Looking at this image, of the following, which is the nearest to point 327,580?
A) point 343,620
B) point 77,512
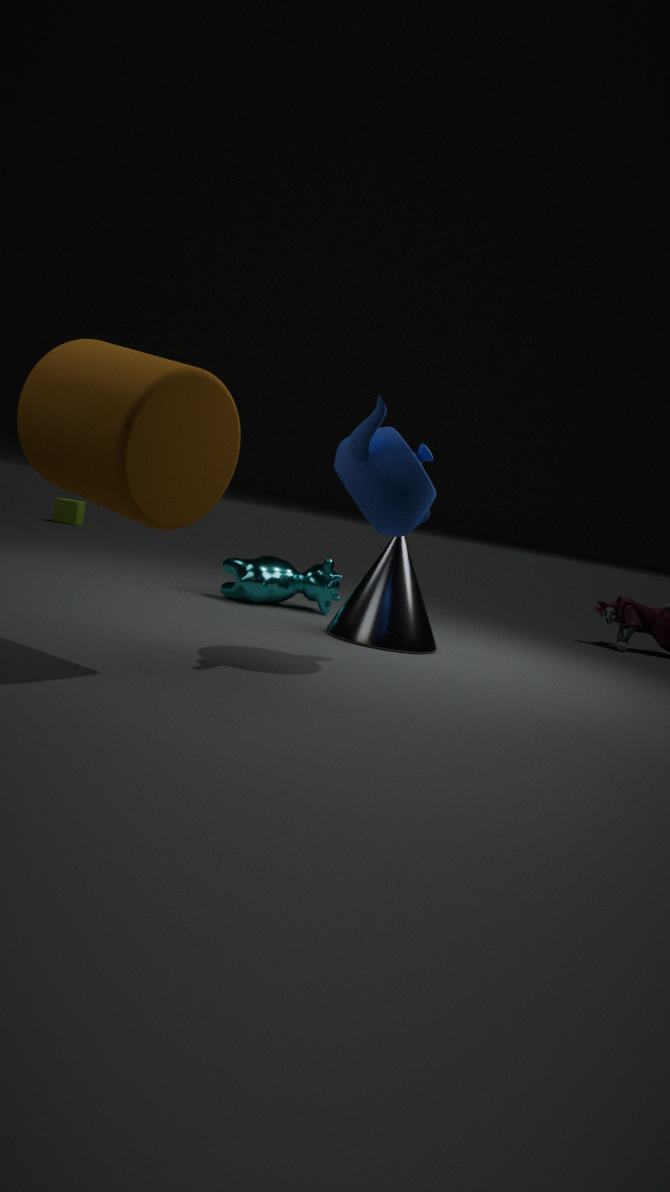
point 343,620
